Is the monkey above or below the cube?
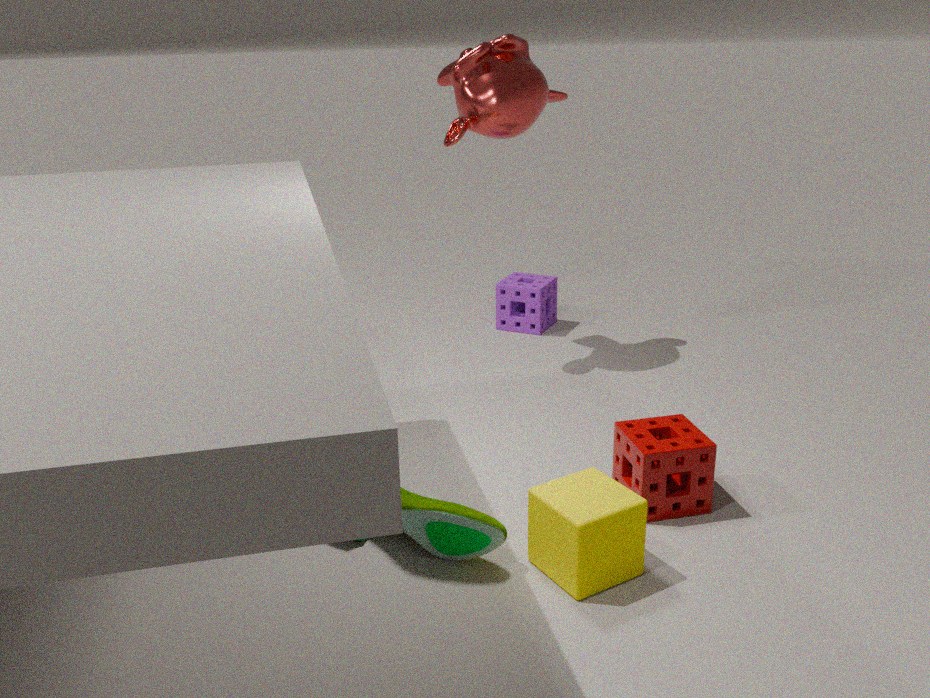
above
